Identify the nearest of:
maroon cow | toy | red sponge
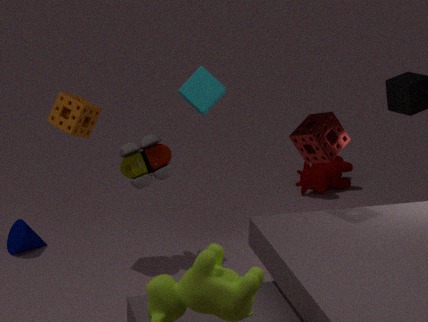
red sponge
